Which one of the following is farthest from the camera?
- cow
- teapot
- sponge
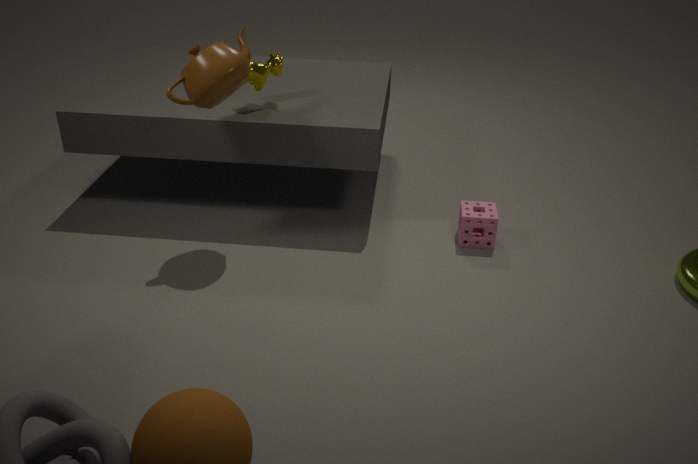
cow
